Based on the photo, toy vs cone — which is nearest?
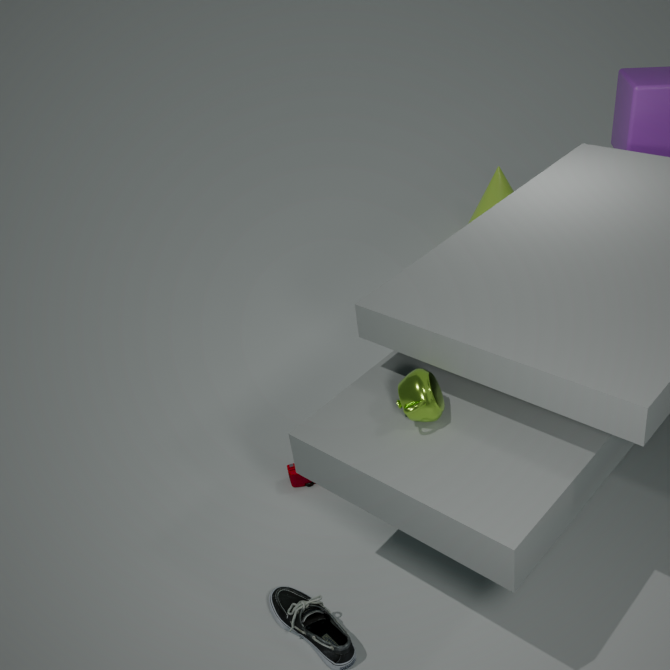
toy
